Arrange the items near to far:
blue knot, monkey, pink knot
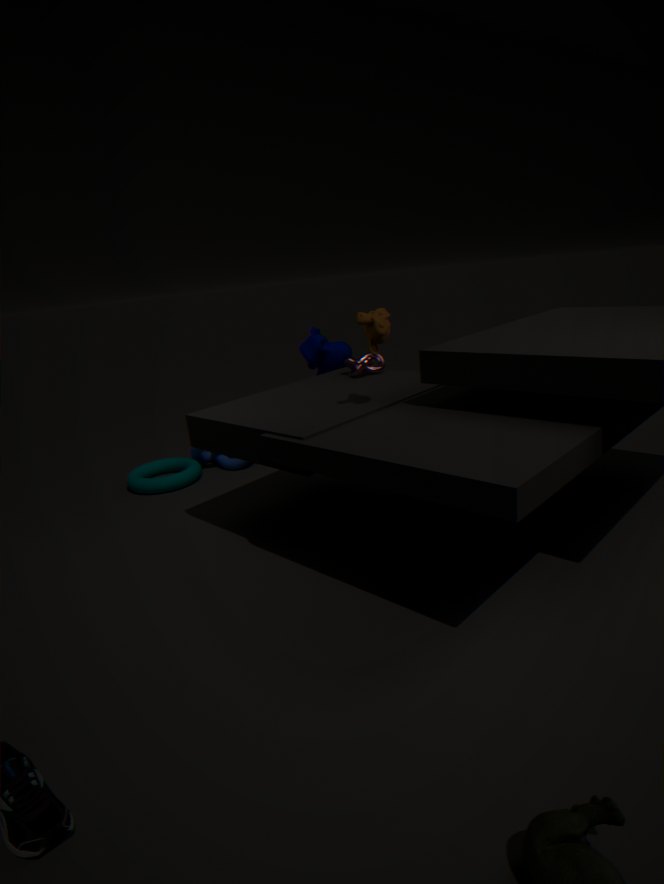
monkey, pink knot, blue knot
